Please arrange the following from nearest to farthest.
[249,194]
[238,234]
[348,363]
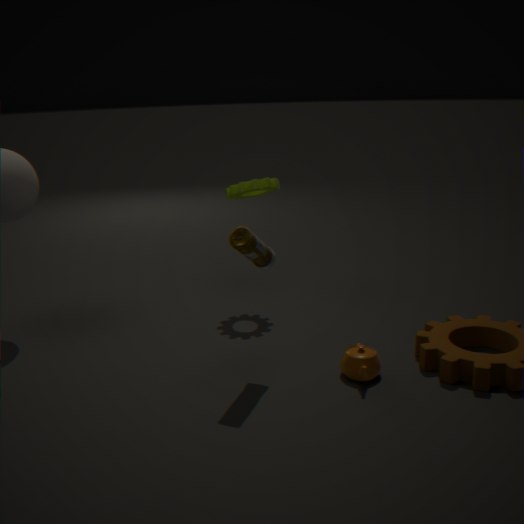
[238,234], [348,363], [249,194]
